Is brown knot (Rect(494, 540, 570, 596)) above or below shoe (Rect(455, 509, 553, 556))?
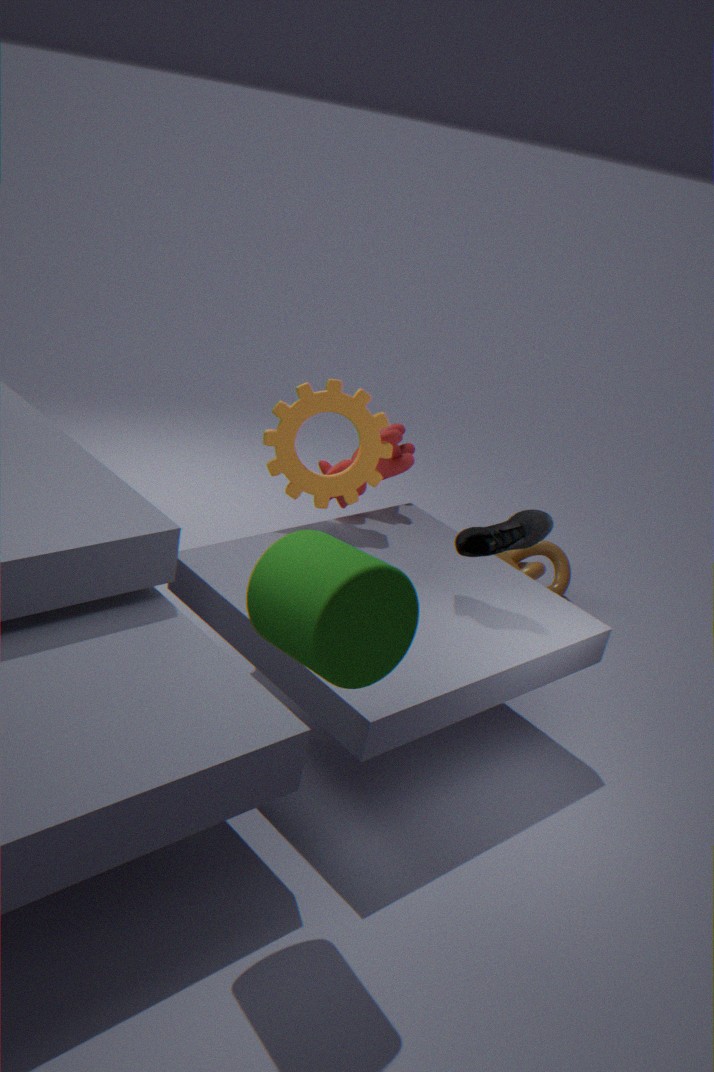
below
